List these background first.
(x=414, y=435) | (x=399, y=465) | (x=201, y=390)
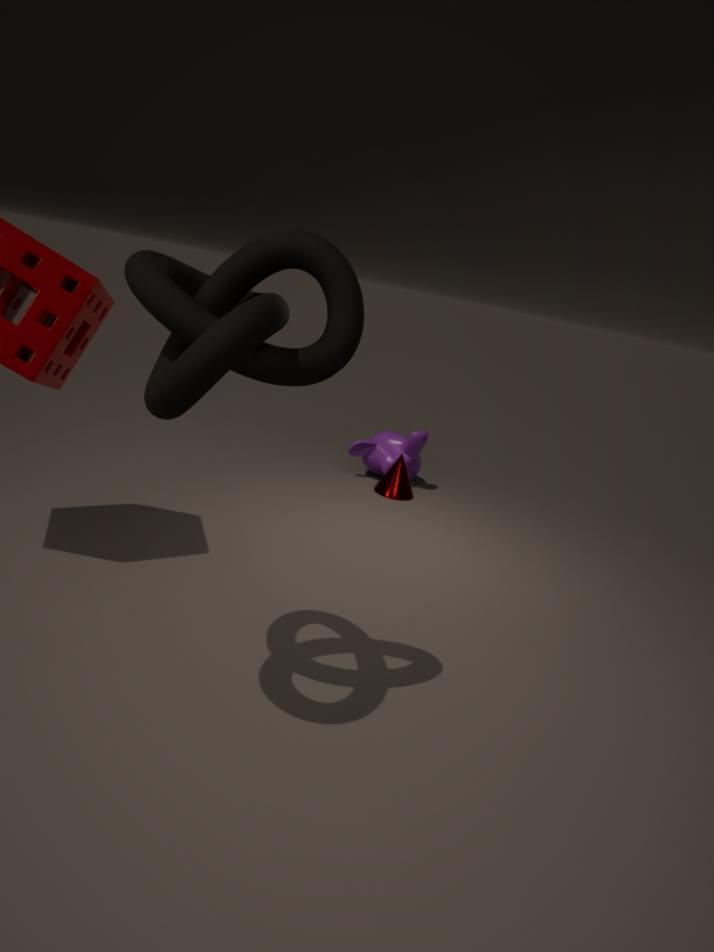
(x=414, y=435) → (x=399, y=465) → (x=201, y=390)
